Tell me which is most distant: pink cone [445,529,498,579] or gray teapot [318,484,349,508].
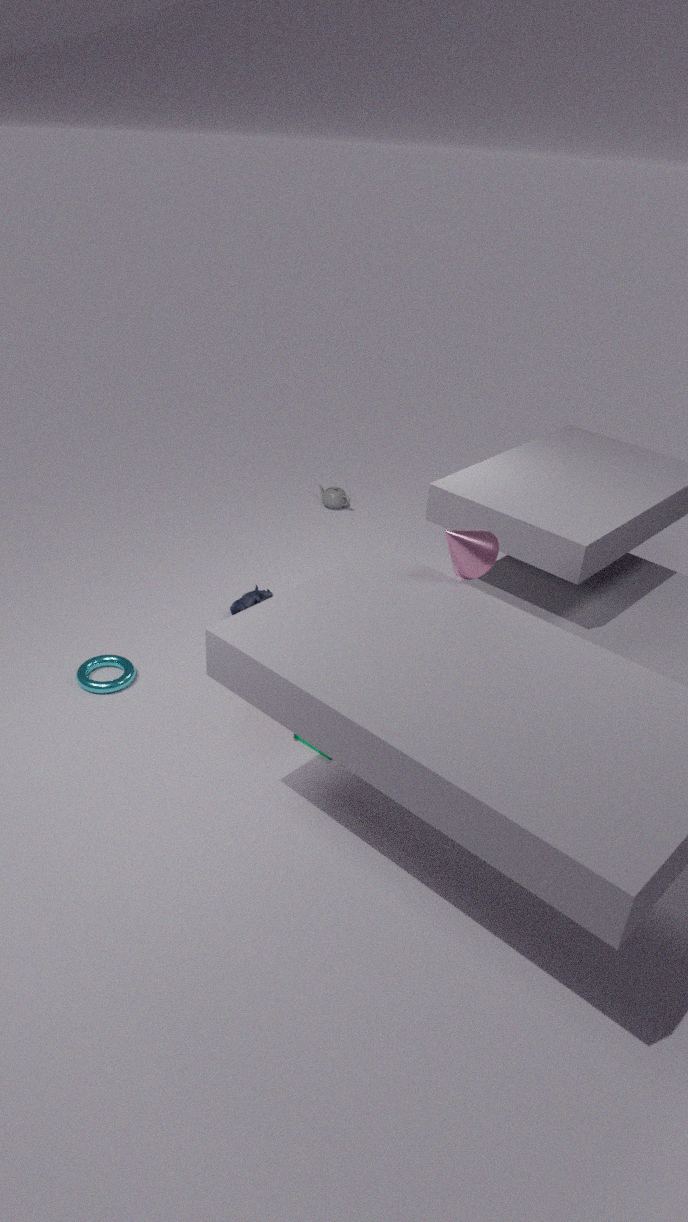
gray teapot [318,484,349,508]
